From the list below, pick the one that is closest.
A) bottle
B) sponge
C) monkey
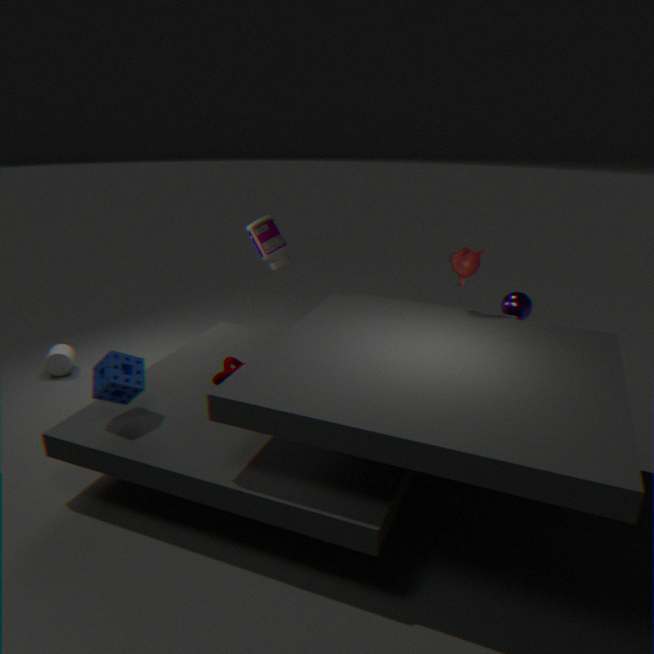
sponge
